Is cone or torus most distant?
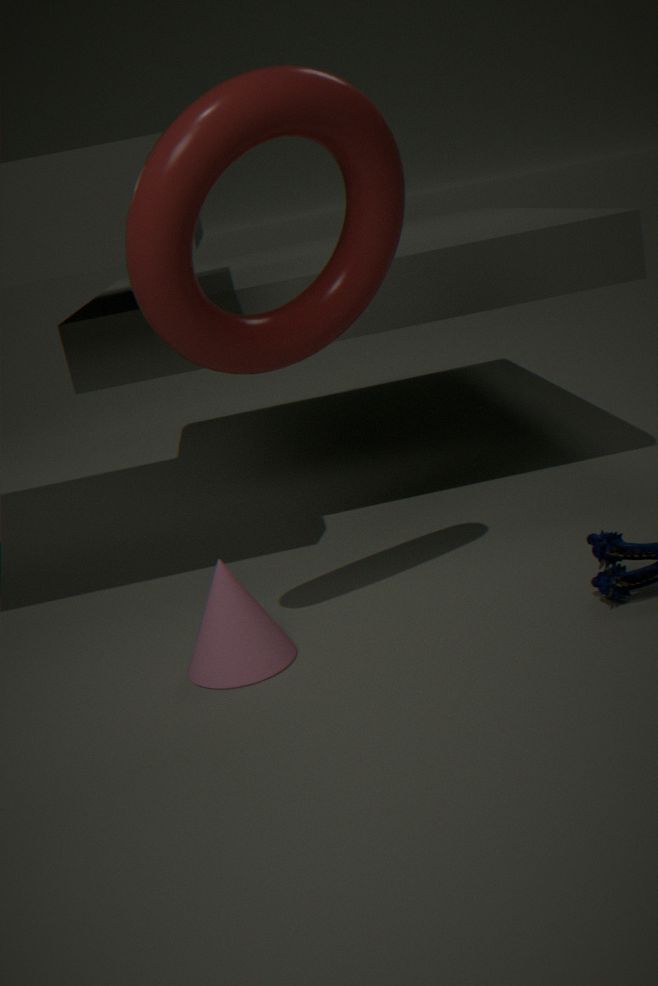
cone
